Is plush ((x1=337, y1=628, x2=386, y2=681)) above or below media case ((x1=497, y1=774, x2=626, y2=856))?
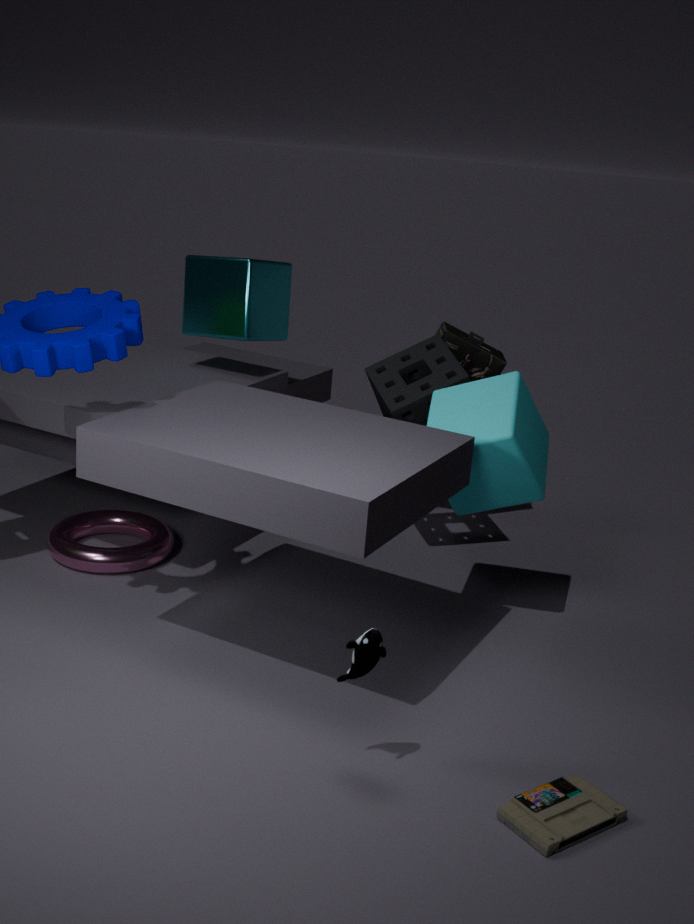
above
